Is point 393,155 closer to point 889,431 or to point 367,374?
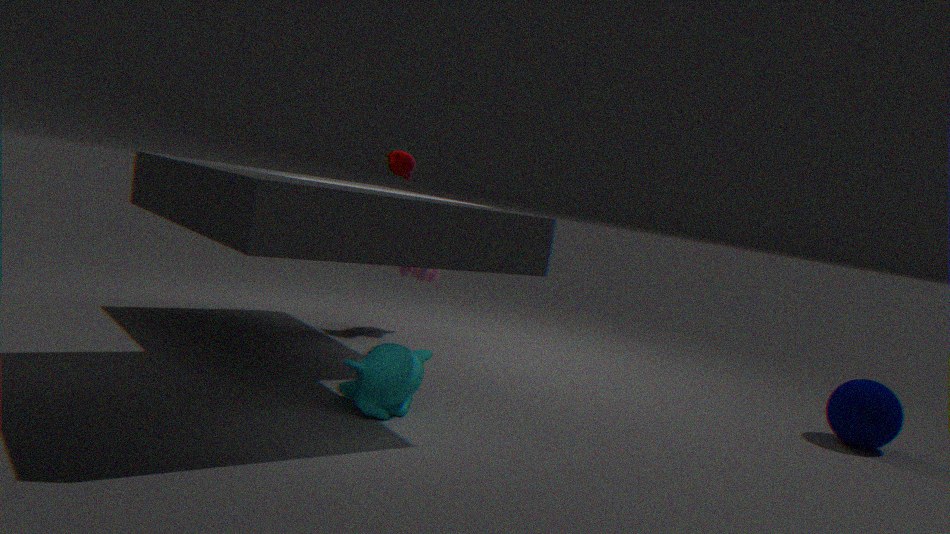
point 367,374
